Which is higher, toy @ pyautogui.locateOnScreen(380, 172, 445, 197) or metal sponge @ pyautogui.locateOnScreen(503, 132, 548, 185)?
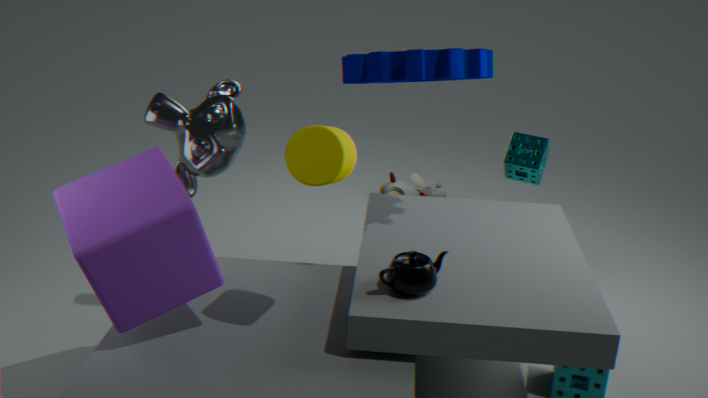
metal sponge @ pyautogui.locateOnScreen(503, 132, 548, 185)
